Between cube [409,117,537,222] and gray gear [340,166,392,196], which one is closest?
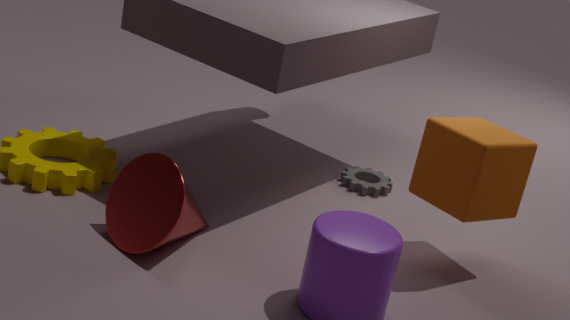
cube [409,117,537,222]
